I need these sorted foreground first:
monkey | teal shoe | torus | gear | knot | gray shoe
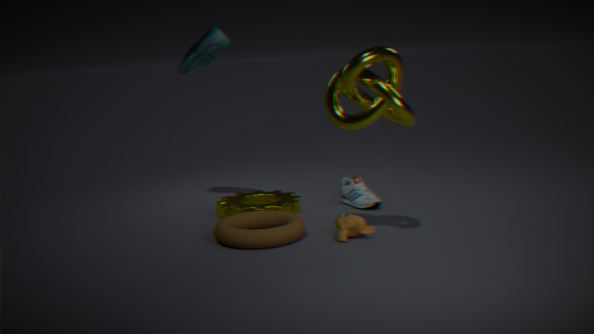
knot → torus → monkey → gear → teal shoe → gray shoe
